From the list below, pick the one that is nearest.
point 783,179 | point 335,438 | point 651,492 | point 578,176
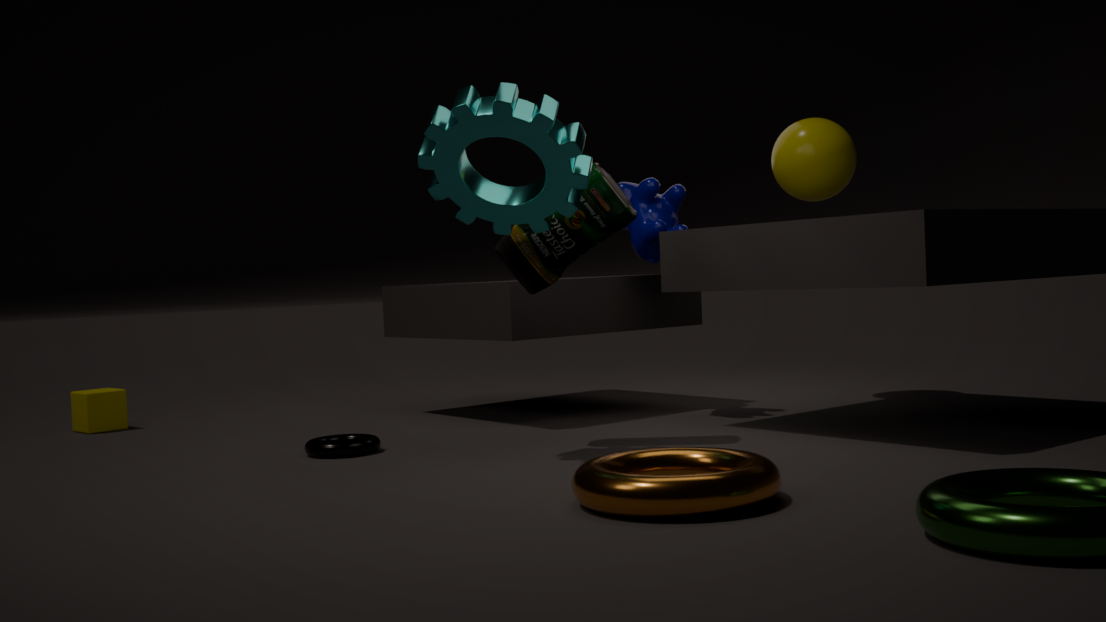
point 651,492
